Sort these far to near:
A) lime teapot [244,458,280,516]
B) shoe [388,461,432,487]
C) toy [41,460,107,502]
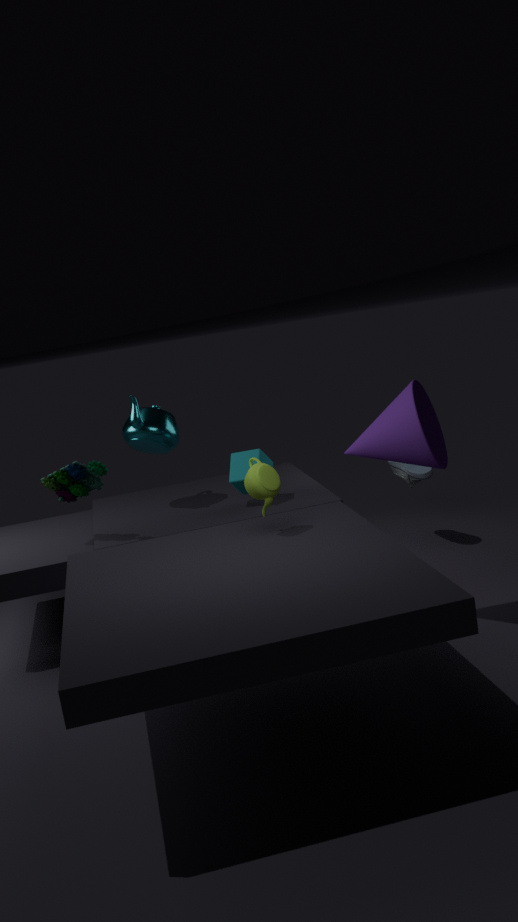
shoe [388,461,432,487] < toy [41,460,107,502] < lime teapot [244,458,280,516]
